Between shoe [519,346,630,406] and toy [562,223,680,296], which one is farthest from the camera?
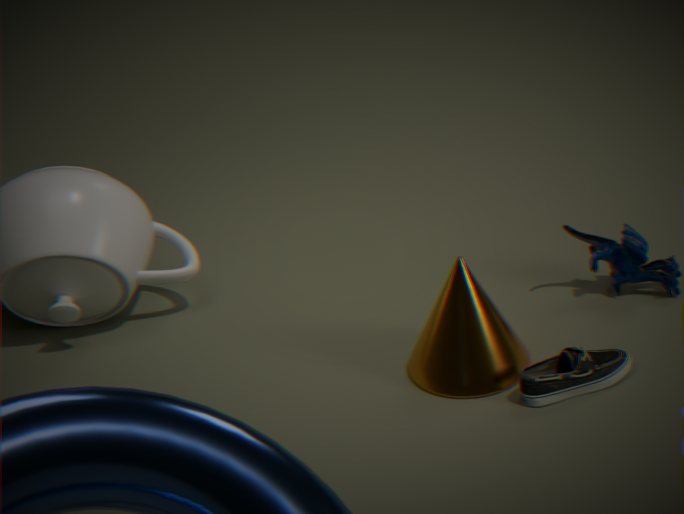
toy [562,223,680,296]
